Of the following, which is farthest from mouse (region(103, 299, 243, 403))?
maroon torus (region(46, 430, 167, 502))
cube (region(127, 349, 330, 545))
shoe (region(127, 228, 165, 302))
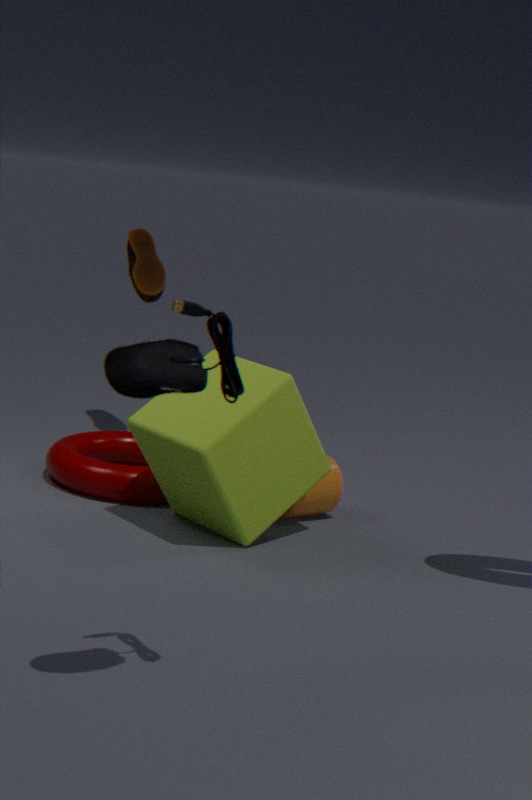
shoe (region(127, 228, 165, 302))
